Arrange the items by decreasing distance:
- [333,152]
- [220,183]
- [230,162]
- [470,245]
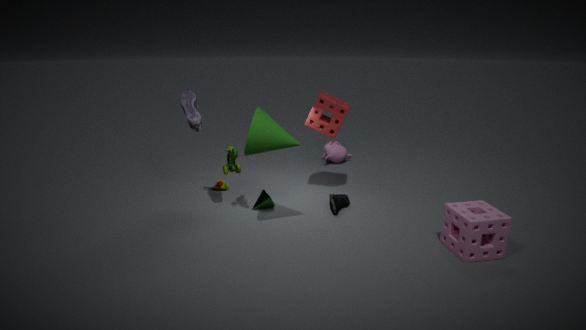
[333,152] → [220,183] → [230,162] → [470,245]
